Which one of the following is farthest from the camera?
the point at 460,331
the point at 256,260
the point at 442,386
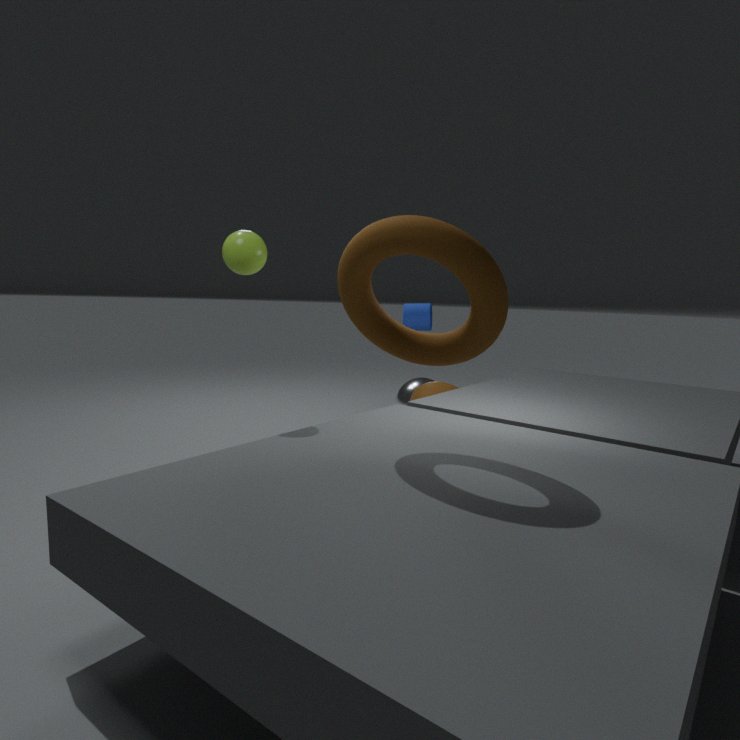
the point at 442,386
